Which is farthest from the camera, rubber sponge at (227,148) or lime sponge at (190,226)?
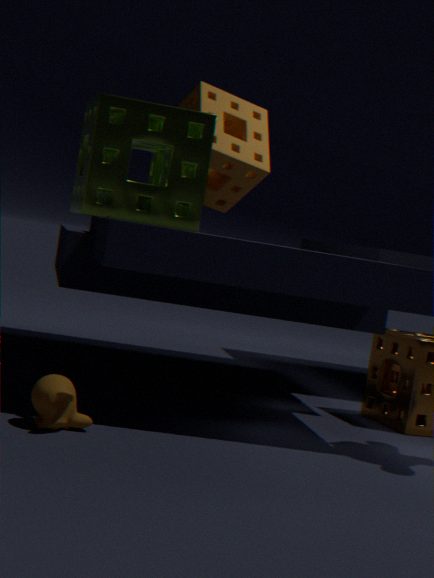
rubber sponge at (227,148)
